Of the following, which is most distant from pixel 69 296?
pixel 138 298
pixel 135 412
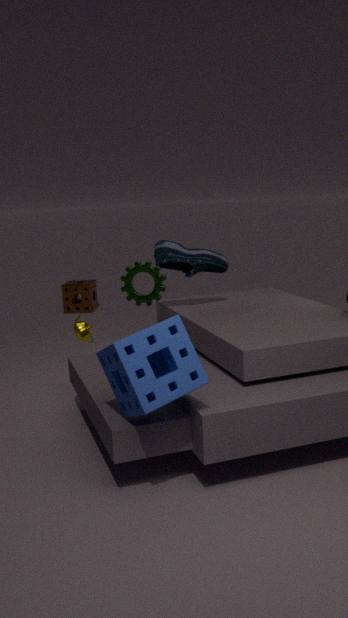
pixel 135 412
